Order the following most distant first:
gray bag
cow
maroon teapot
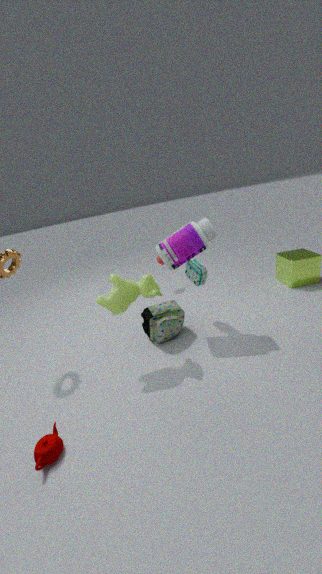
gray bag < cow < maroon teapot
